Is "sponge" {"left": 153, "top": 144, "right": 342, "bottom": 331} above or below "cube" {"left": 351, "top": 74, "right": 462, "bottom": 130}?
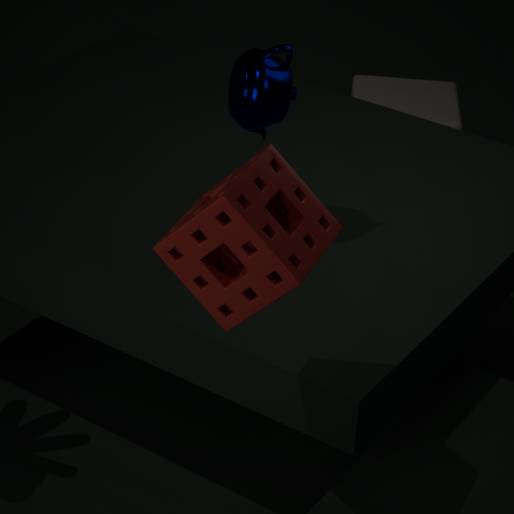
above
